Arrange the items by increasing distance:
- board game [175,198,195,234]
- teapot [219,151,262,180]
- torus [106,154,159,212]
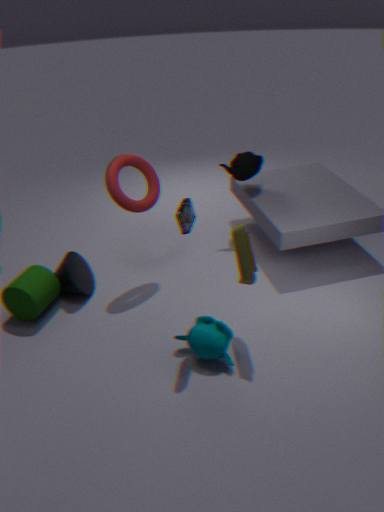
board game [175,198,195,234], torus [106,154,159,212], teapot [219,151,262,180]
